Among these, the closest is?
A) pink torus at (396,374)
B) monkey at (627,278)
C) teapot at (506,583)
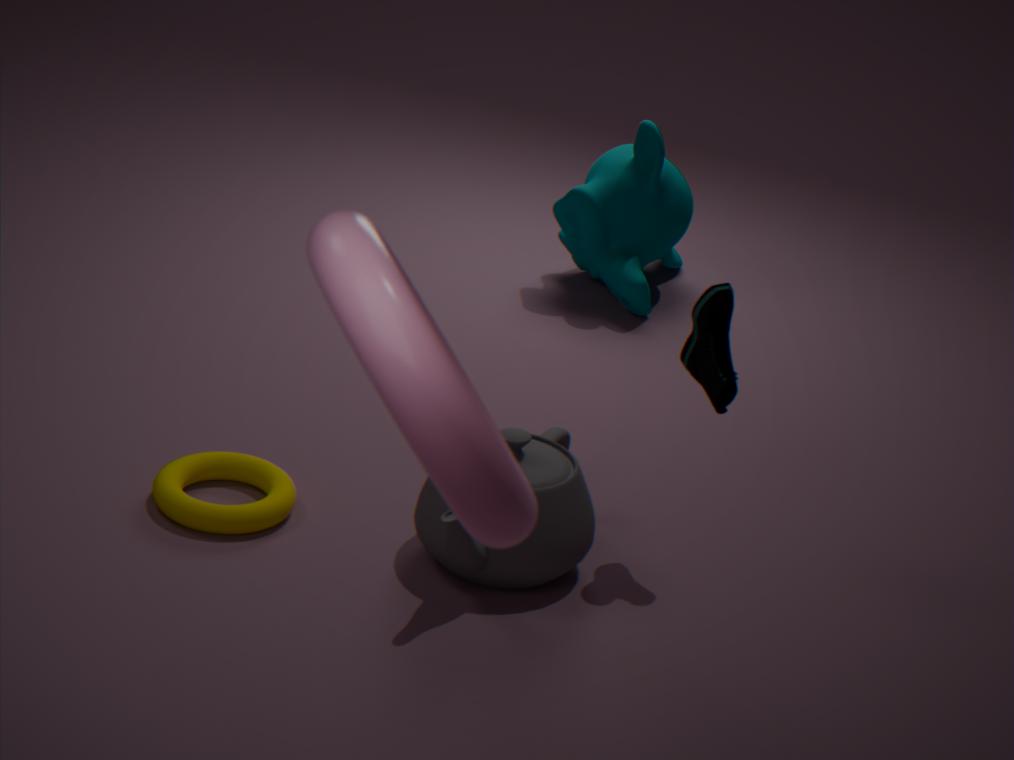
pink torus at (396,374)
